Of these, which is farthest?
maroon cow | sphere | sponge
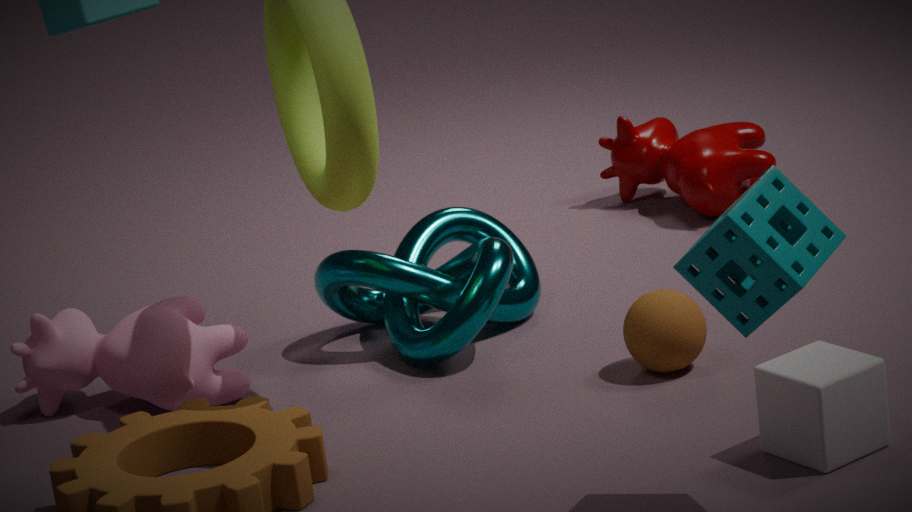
maroon cow
